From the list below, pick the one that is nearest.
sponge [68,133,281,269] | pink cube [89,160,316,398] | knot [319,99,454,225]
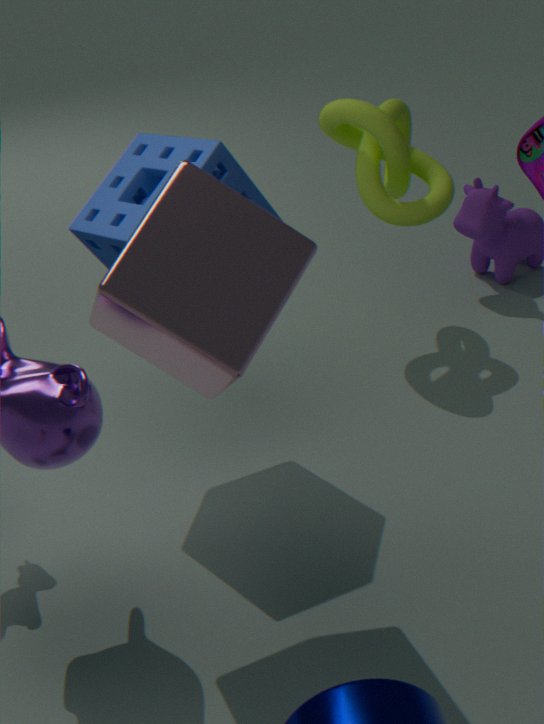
pink cube [89,160,316,398]
